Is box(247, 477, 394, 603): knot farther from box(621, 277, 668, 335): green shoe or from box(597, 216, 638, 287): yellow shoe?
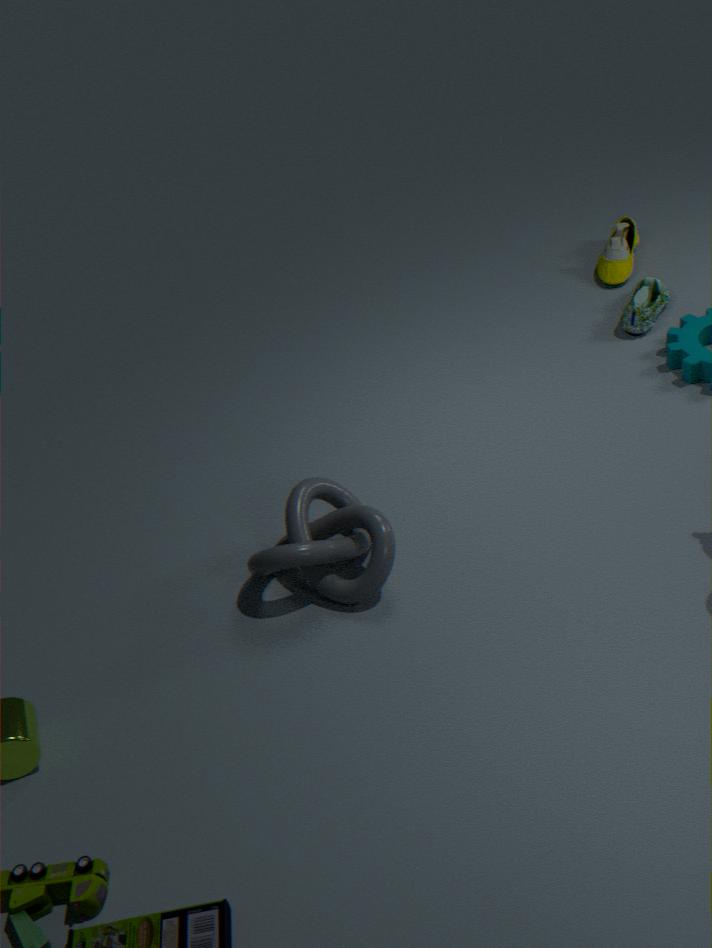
box(597, 216, 638, 287): yellow shoe
